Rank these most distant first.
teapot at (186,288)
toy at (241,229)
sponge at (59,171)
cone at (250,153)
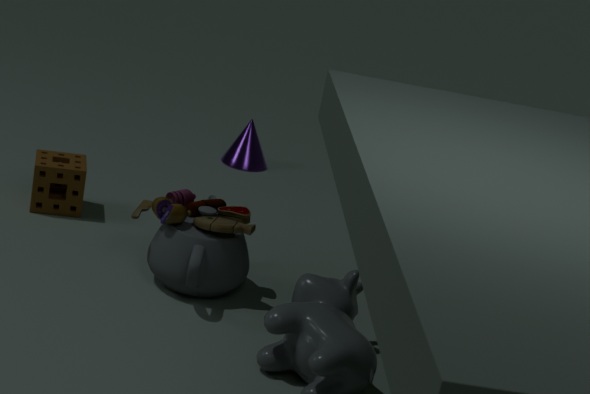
cone at (250,153) → sponge at (59,171) → toy at (241,229) → teapot at (186,288)
